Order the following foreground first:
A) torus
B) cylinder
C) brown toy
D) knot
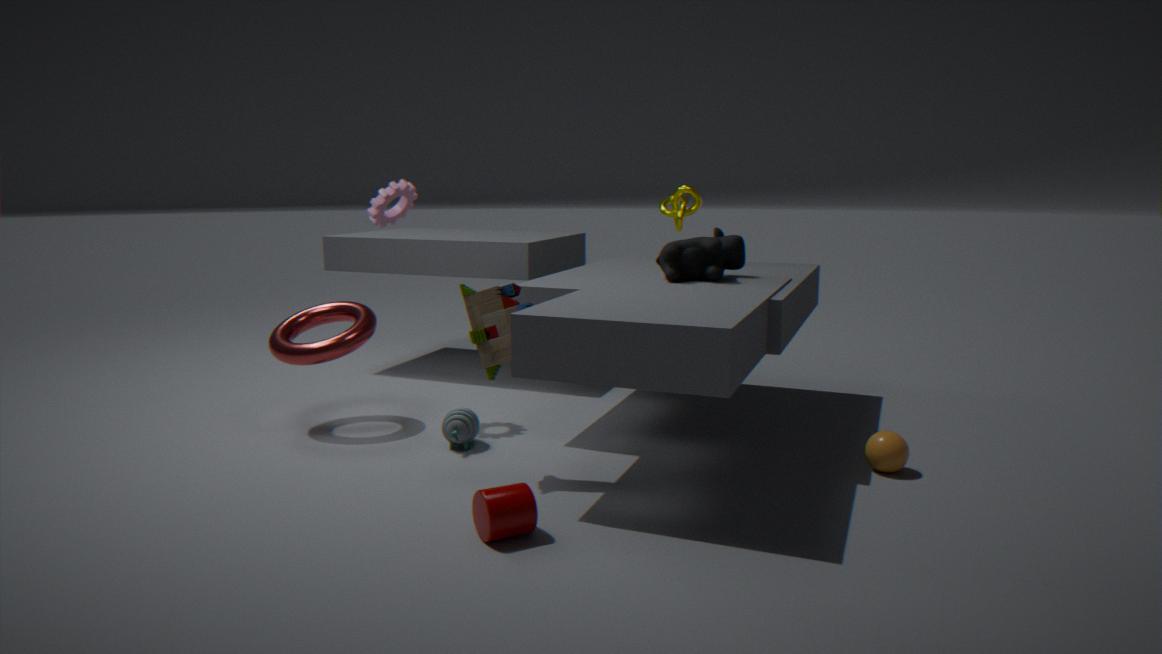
cylinder → brown toy → torus → knot
